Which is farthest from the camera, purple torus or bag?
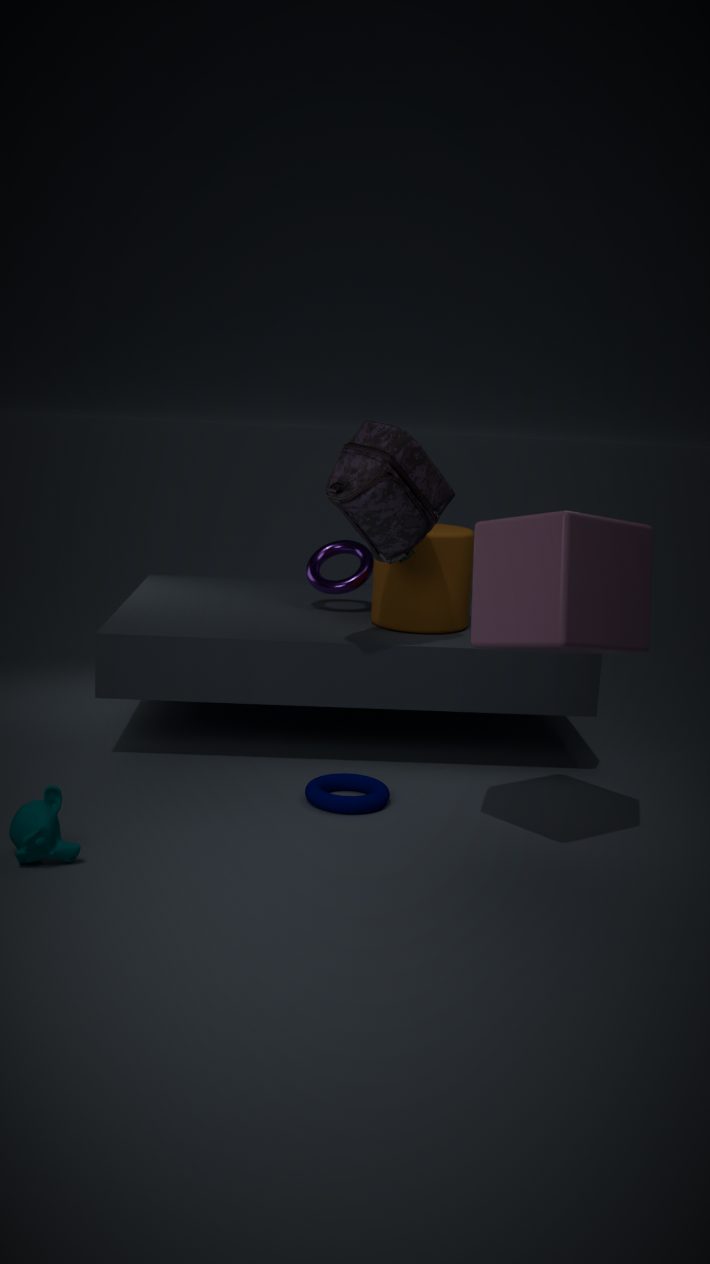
purple torus
